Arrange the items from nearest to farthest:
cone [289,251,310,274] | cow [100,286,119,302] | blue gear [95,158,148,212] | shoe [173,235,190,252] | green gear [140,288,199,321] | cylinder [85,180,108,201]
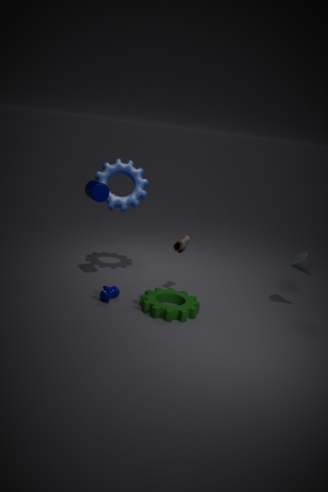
green gear [140,288,199,321] → cylinder [85,180,108,201] → cow [100,286,119,302] → cone [289,251,310,274] → shoe [173,235,190,252] → blue gear [95,158,148,212]
